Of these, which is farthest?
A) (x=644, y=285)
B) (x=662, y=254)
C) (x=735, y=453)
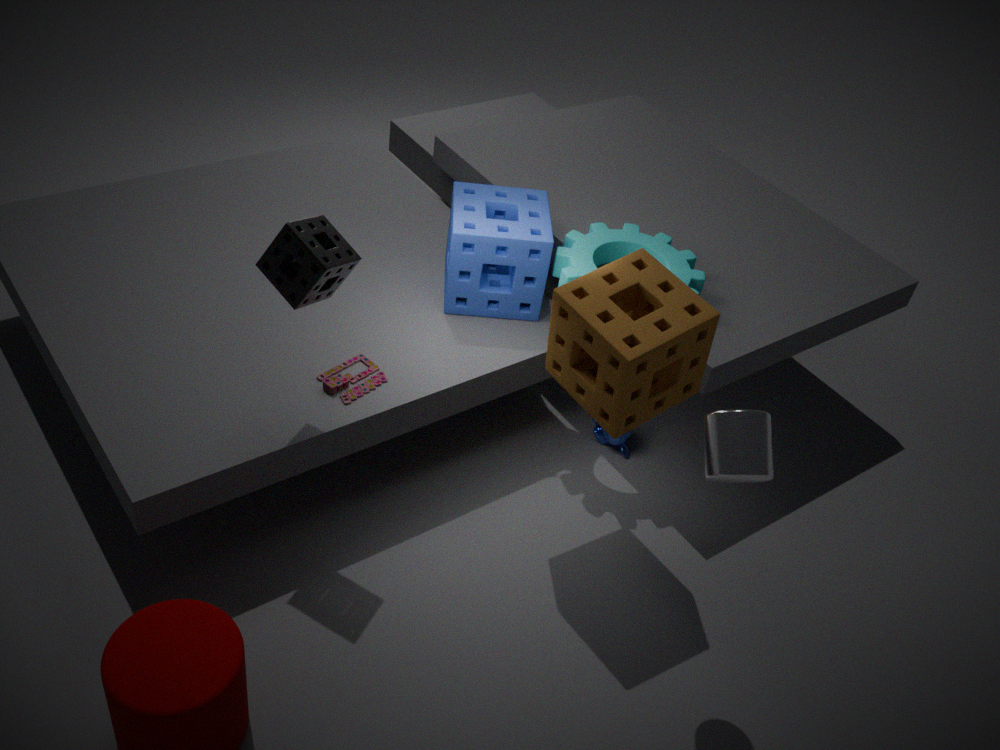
(x=662, y=254)
